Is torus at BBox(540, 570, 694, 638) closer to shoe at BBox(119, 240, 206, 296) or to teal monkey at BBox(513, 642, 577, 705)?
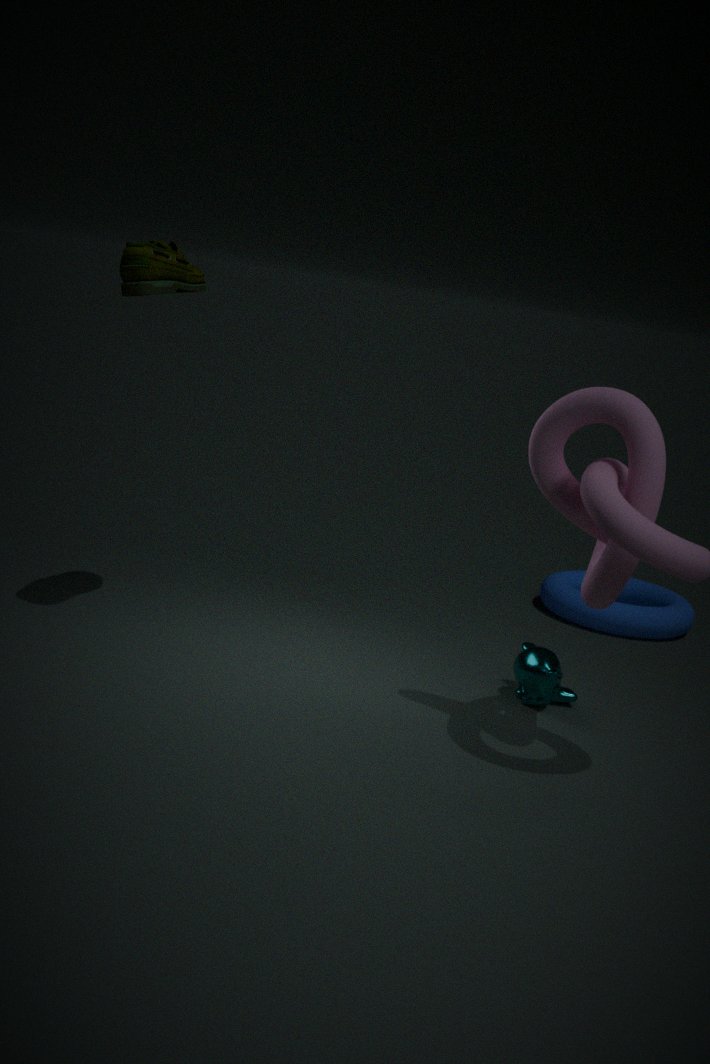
teal monkey at BBox(513, 642, 577, 705)
